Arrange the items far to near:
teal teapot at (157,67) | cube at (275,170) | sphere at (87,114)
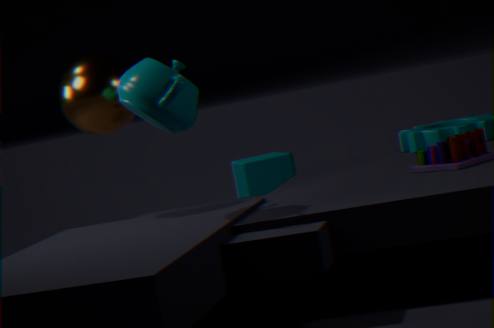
cube at (275,170) → sphere at (87,114) → teal teapot at (157,67)
